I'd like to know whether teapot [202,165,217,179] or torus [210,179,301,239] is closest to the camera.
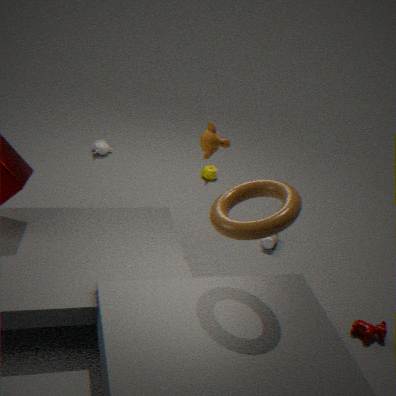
torus [210,179,301,239]
